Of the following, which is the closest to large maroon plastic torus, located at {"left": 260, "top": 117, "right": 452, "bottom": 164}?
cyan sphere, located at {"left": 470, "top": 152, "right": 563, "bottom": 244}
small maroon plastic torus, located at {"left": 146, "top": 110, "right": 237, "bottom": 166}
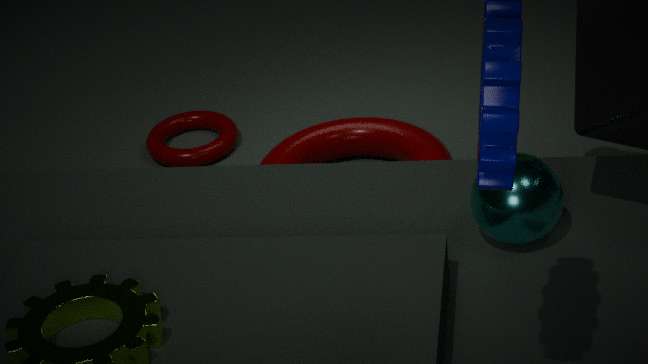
small maroon plastic torus, located at {"left": 146, "top": 110, "right": 237, "bottom": 166}
